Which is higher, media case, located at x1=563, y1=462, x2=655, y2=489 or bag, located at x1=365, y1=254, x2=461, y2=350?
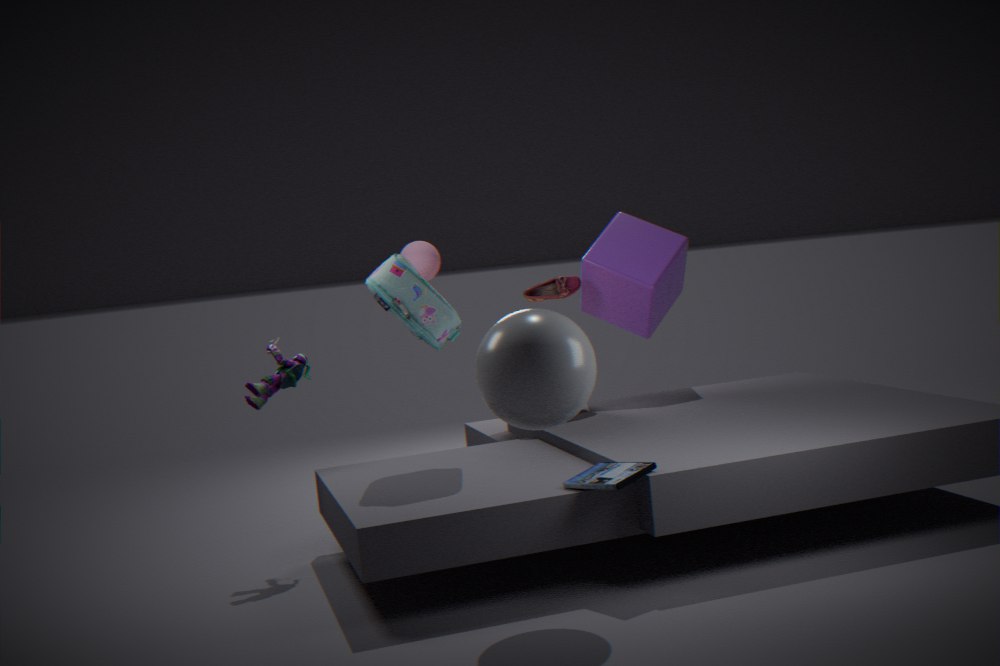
bag, located at x1=365, y1=254, x2=461, y2=350
